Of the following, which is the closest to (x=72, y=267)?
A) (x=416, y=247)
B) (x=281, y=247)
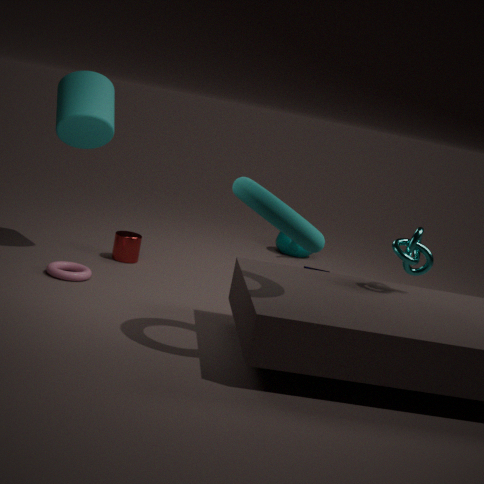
(x=416, y=247)
